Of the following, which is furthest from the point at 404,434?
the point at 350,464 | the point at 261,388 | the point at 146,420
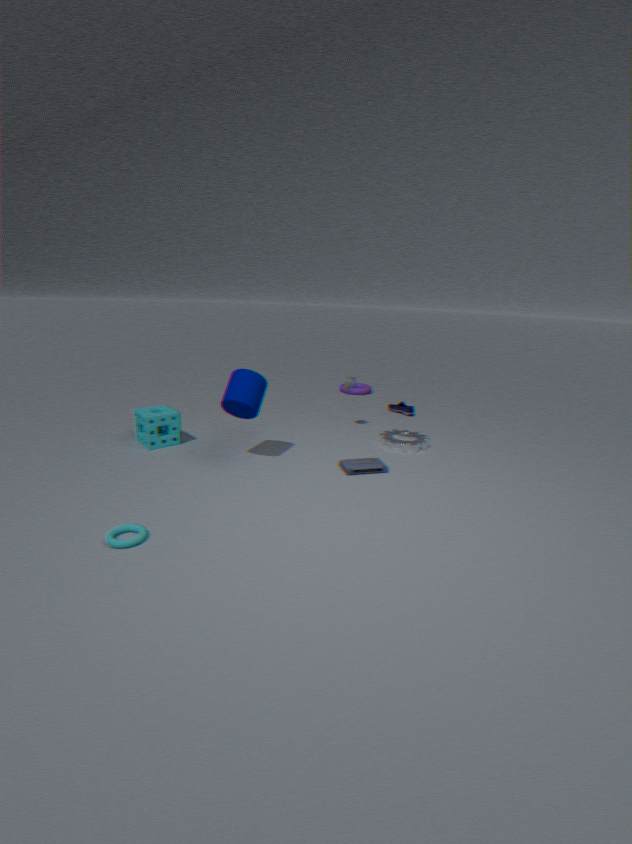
the point at 146,420
